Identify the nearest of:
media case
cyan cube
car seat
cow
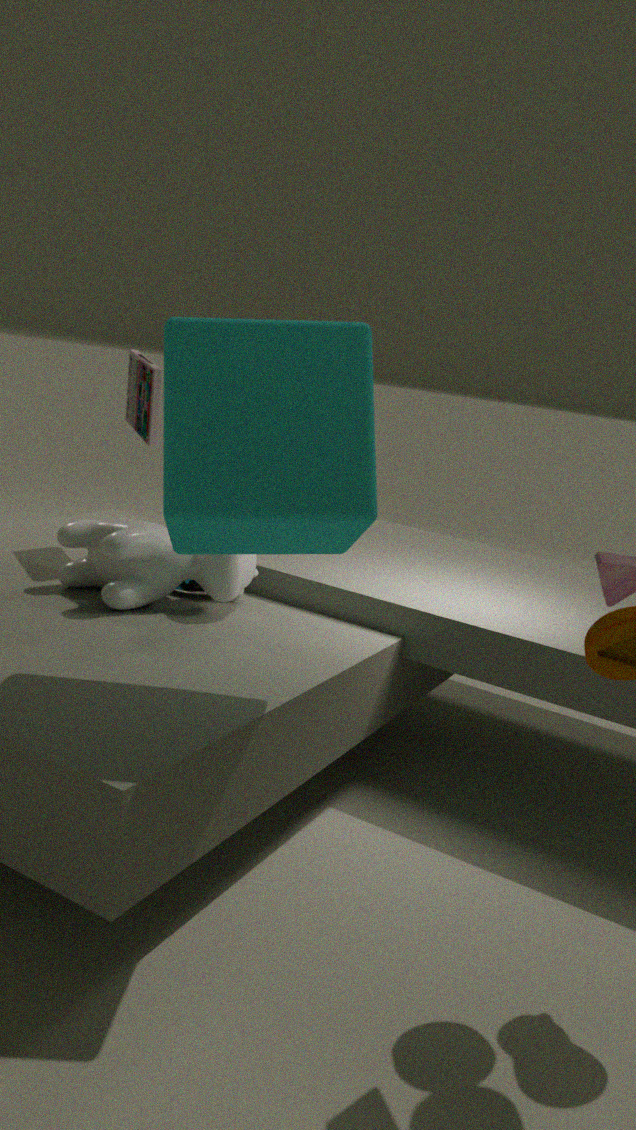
cyan cube
